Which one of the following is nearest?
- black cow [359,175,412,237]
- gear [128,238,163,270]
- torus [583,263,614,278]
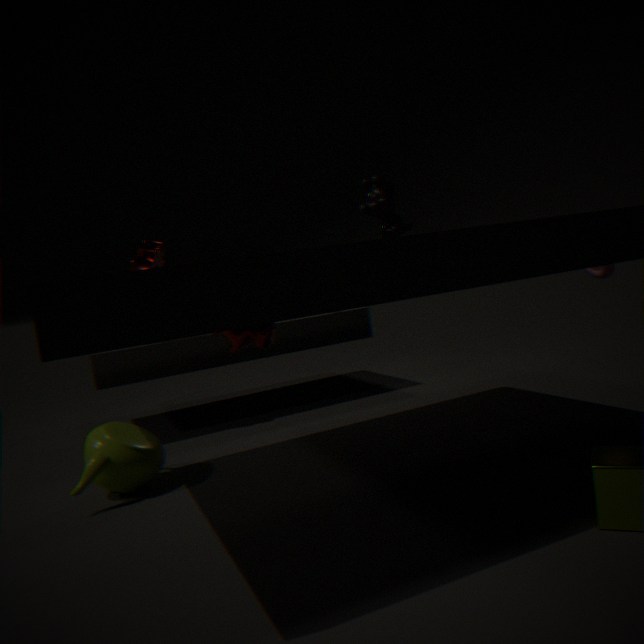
black cow [359,175,412,237]
